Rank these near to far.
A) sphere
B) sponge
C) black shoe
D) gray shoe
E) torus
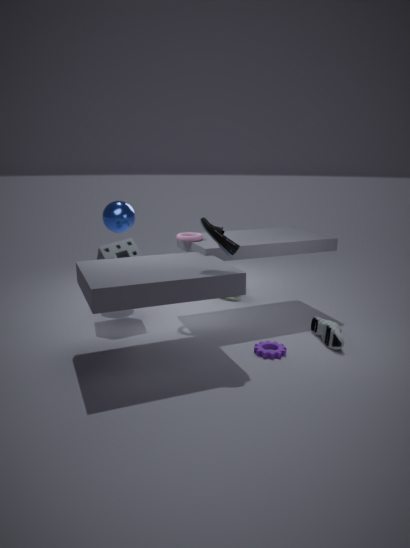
black shoe < gray shoe < sponge < torus < sphere
